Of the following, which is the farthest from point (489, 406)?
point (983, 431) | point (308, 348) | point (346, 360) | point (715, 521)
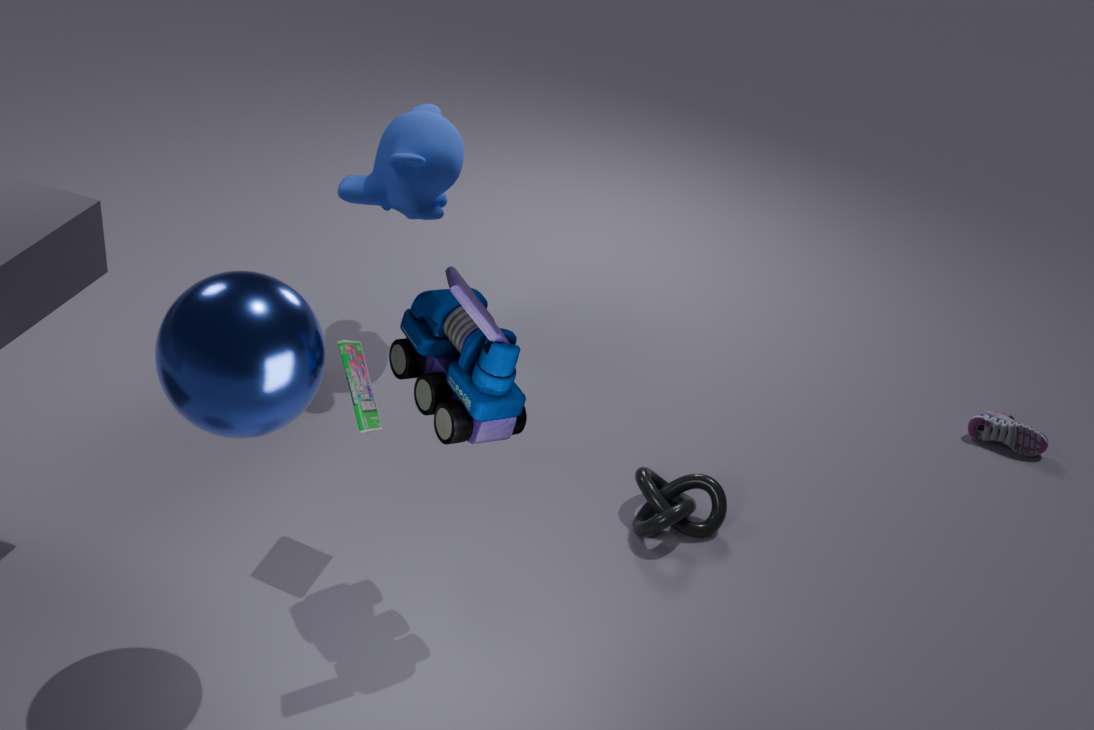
point (983, 431)
